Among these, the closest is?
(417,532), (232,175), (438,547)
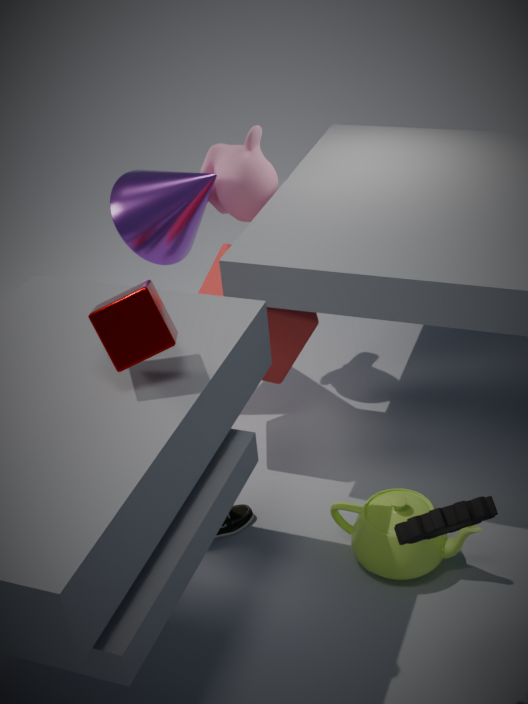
(417,532)
